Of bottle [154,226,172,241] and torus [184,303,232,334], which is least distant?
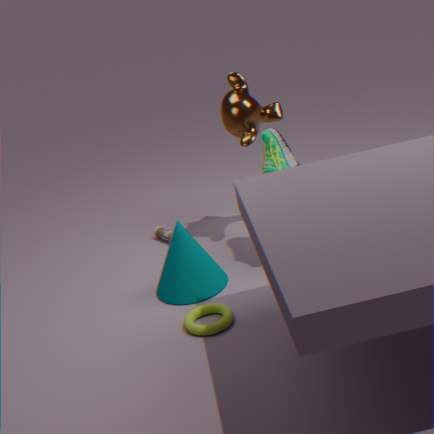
torus [184,303,232,334]
